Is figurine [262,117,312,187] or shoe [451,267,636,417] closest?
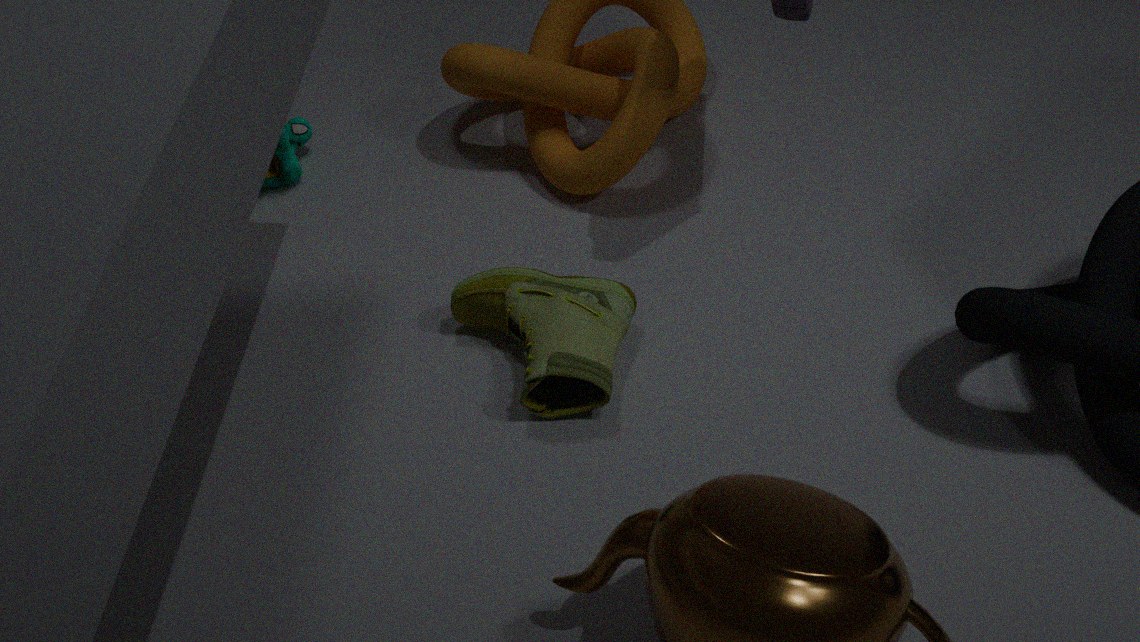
shoe [451,267,636,417]
